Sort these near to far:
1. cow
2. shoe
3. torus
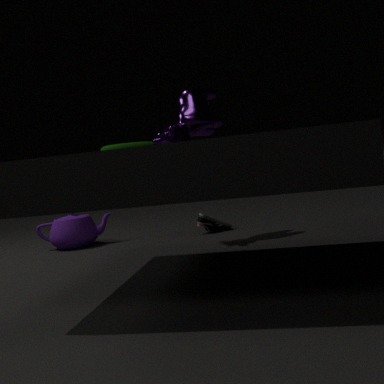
torus → cow → shoe
